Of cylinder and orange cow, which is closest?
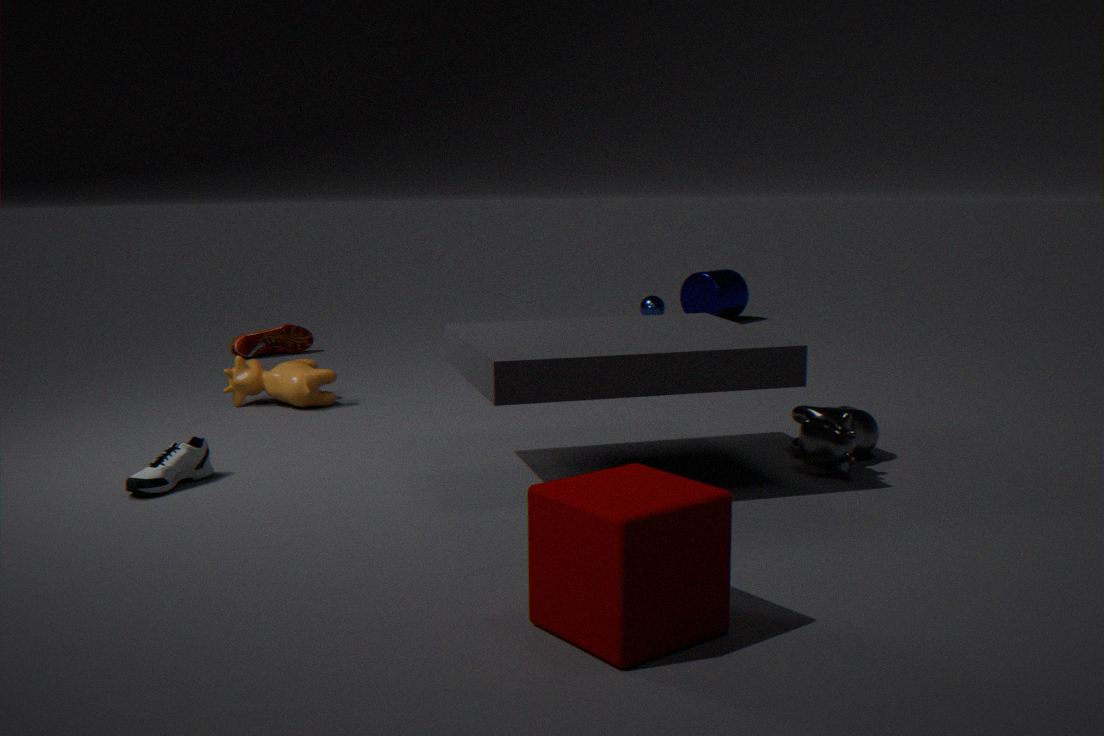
orange cow
